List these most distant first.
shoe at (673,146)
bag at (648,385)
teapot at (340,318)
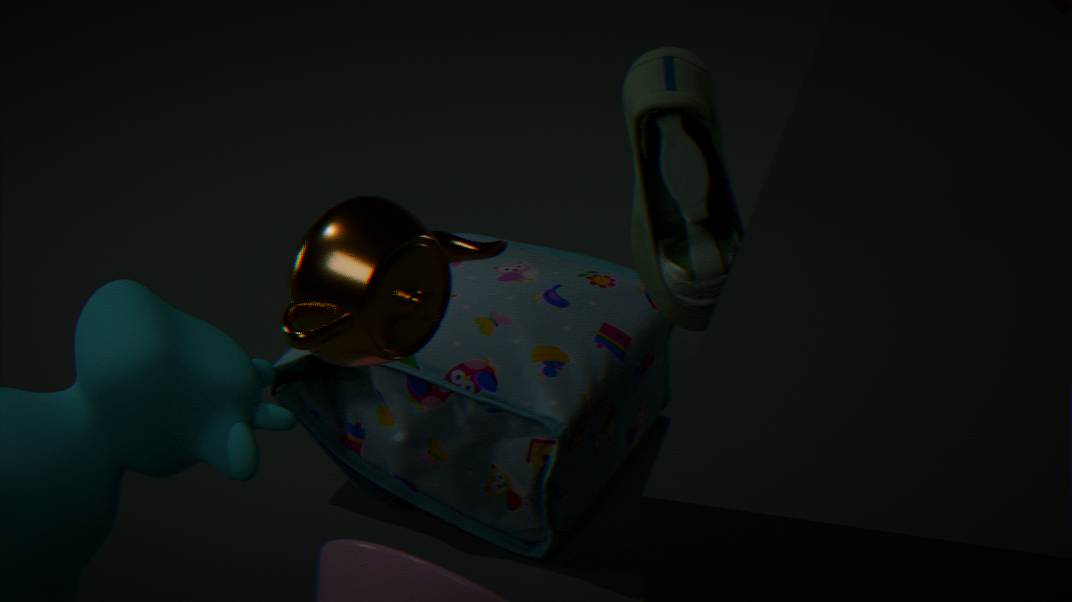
1. bag at (648,385)
2. shoe at (673,146)
3. teapot at (340,318)
